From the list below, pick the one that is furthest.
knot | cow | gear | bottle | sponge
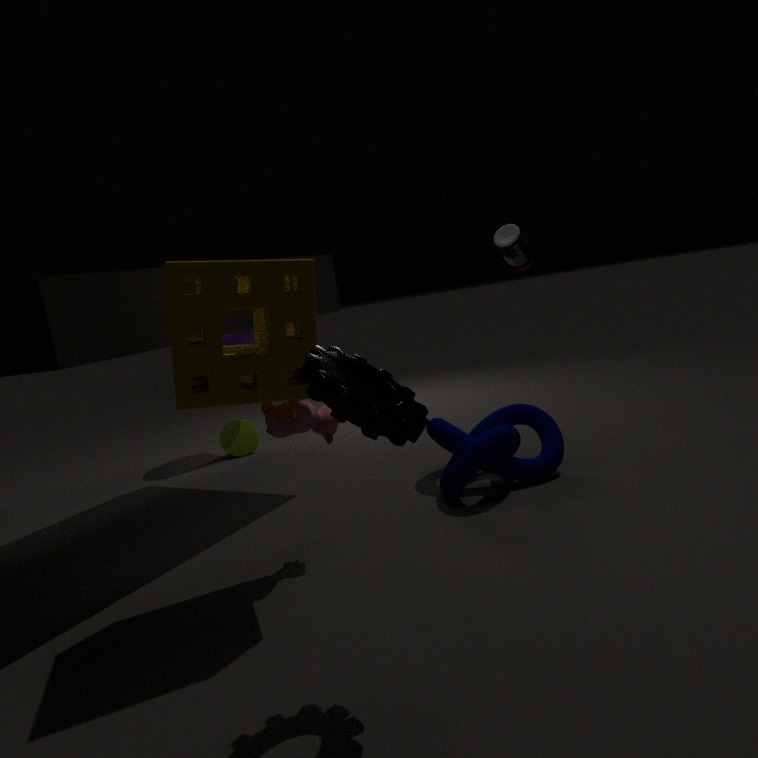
bottle
